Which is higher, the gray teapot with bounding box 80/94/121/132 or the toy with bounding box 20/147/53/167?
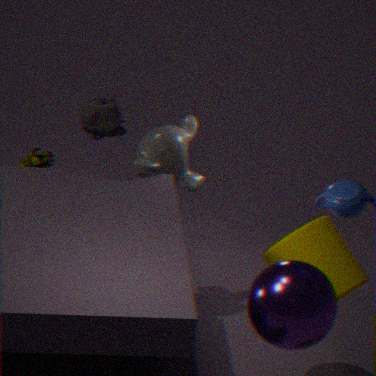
the toy with bounding box 20/147/53/167
